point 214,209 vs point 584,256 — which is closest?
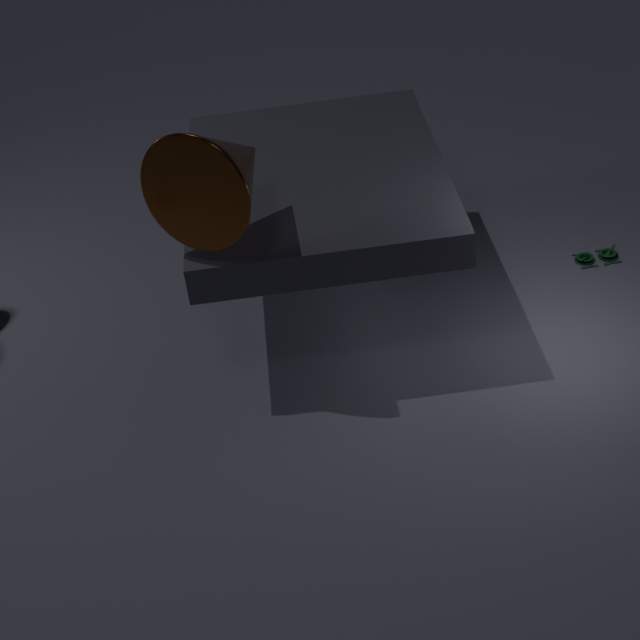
point 214,209
